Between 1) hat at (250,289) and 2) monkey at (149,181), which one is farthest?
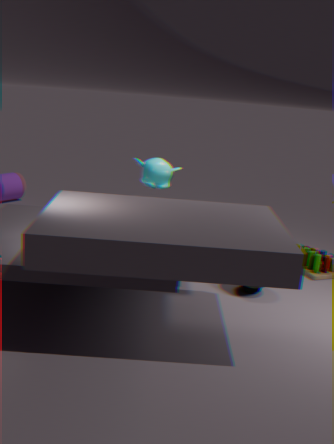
2. monkey at (149,181)
